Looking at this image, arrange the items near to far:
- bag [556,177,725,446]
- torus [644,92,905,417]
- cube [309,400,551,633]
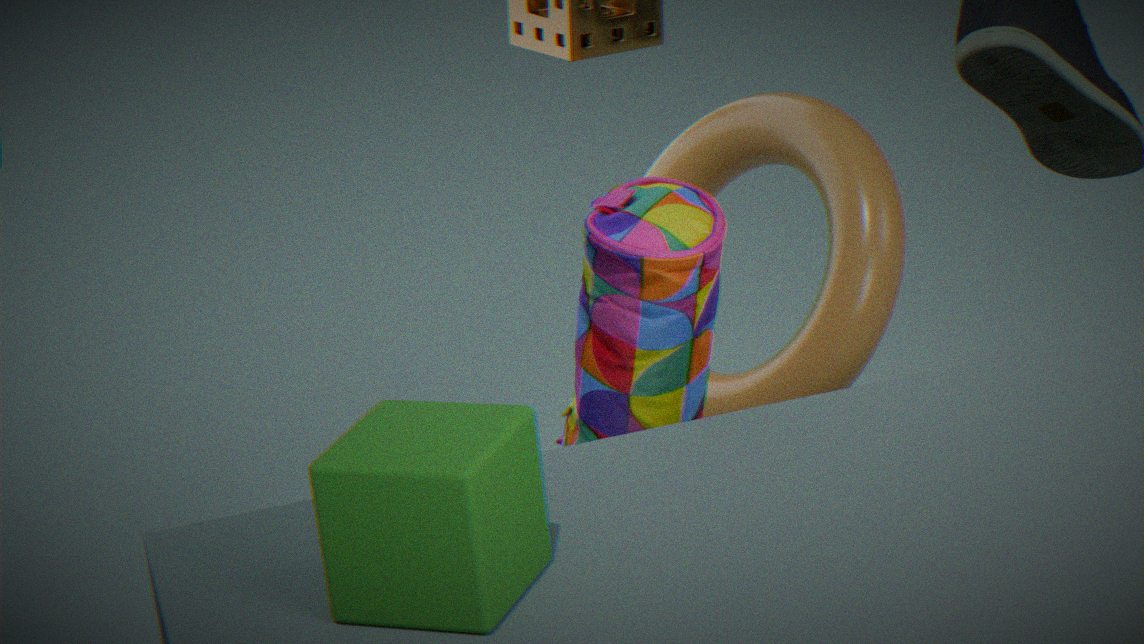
cube [309,400,551,633] < bag [556,177,725,446] < torus [644,92,905,417]
